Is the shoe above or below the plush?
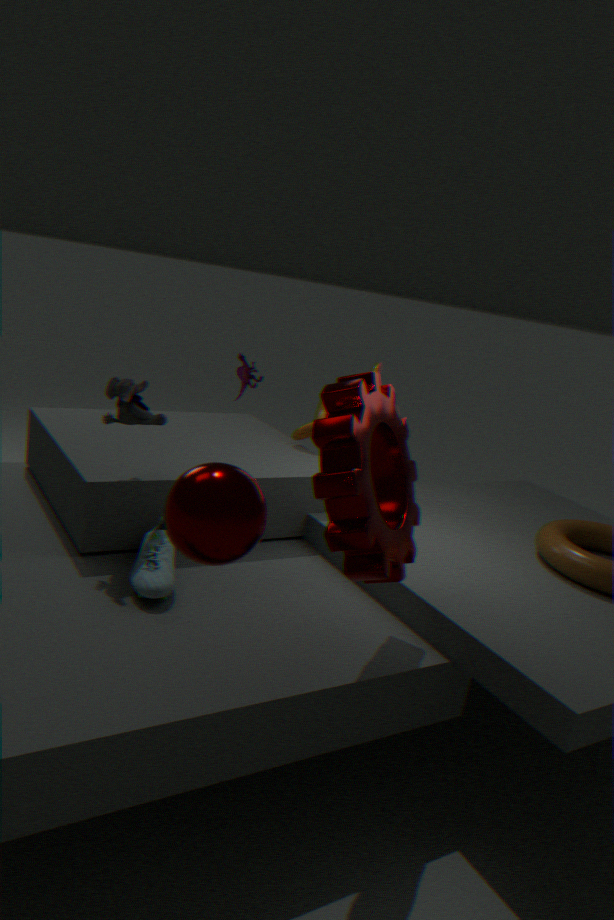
below
